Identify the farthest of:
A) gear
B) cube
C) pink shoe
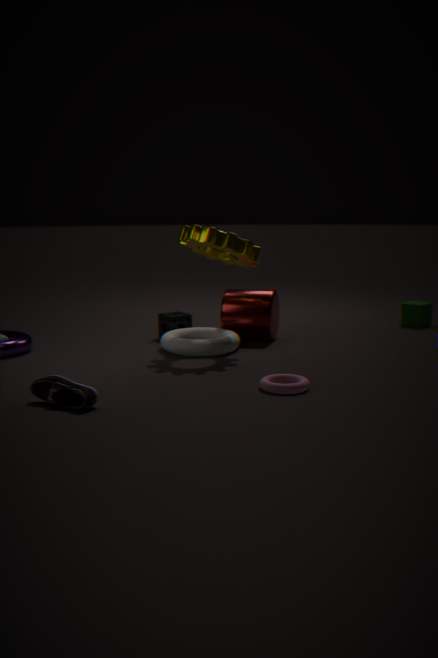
cube
